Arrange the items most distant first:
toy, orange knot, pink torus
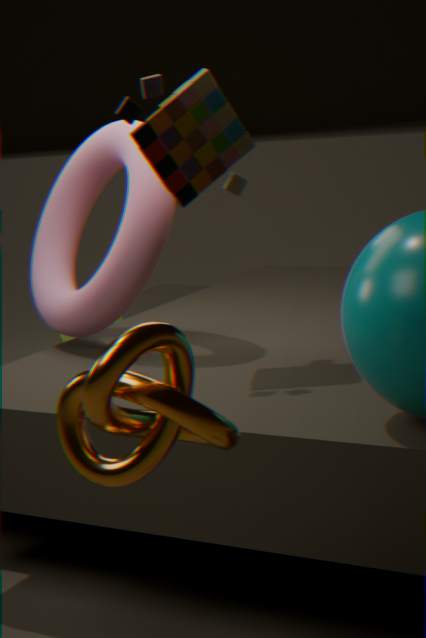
pink torus, toy, orange knot
